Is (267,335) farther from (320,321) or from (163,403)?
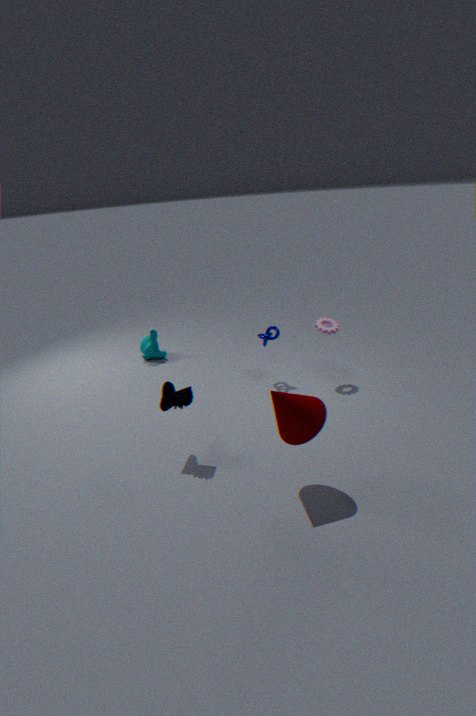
(163,403)
